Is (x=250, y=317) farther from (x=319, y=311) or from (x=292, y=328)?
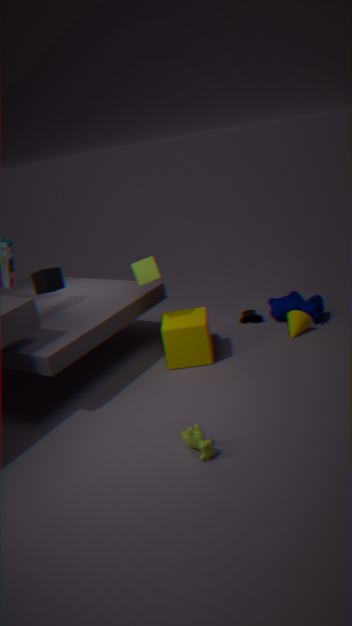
(x=292, y=328)
